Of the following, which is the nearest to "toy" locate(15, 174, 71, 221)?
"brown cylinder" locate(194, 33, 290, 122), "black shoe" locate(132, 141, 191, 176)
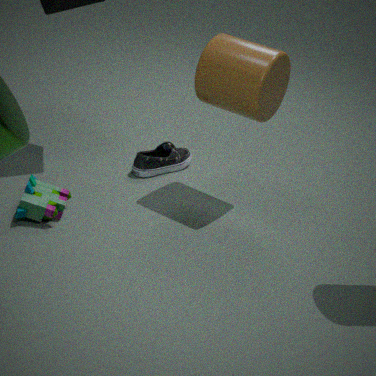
"black shoe" locate(132, 141, 191, 176)
